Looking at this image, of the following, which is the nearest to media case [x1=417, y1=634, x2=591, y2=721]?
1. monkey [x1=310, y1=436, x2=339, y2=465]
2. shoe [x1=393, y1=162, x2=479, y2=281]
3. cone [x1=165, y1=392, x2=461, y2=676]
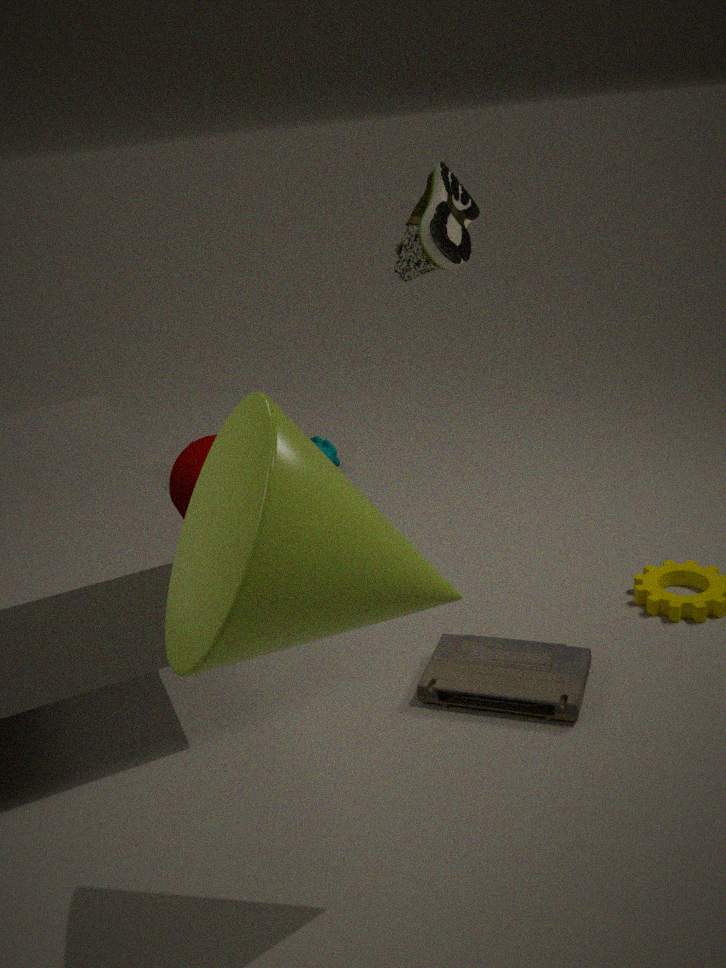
cone [x1=165, y1=392, x2=461, y2=676]
